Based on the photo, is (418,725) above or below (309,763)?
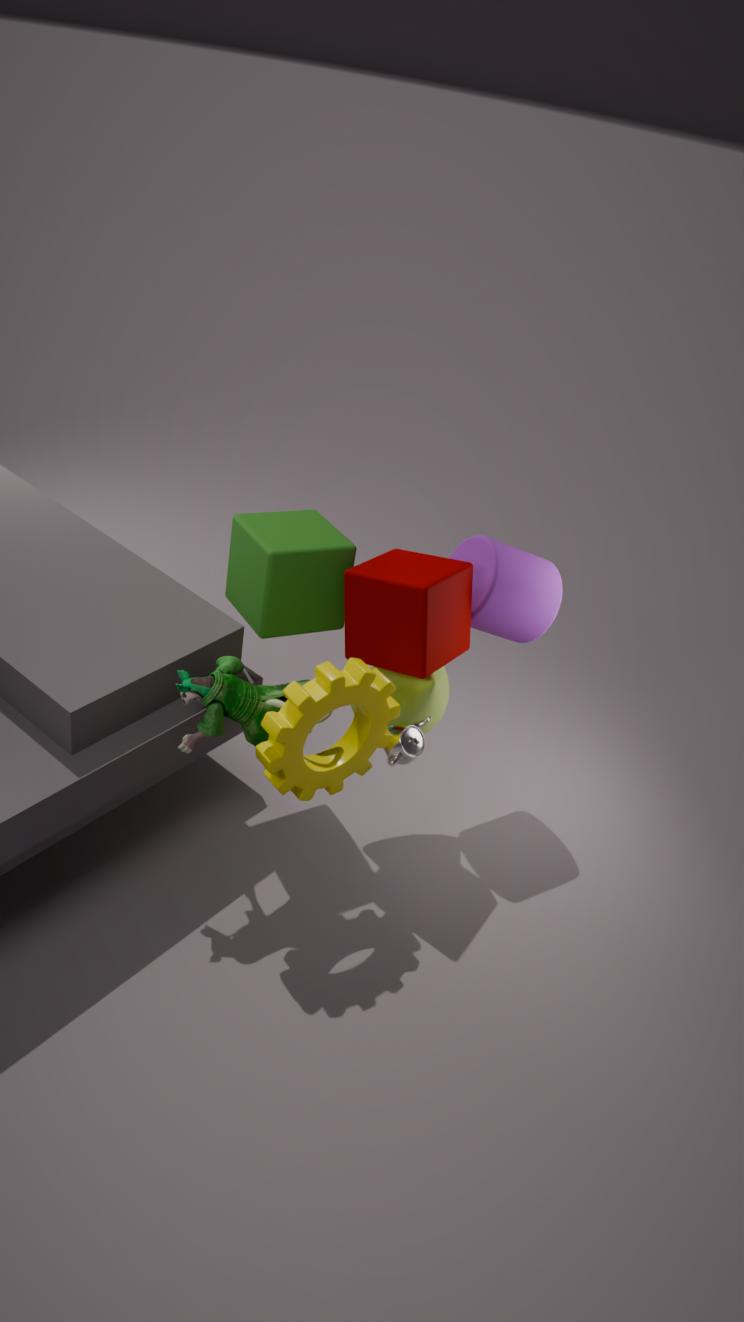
below
